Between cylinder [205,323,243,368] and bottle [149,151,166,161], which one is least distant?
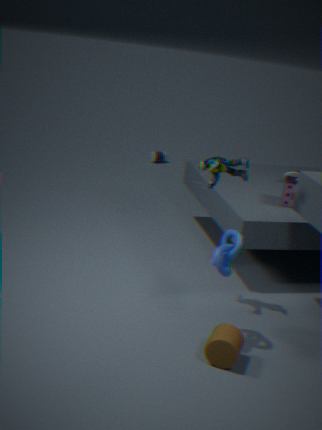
Result: cylinder [205,323,243,368]
